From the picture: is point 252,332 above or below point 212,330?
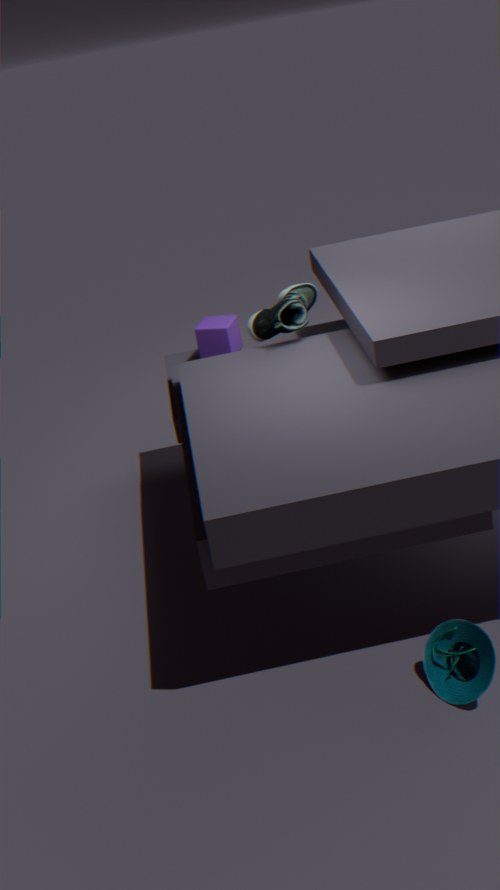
above
